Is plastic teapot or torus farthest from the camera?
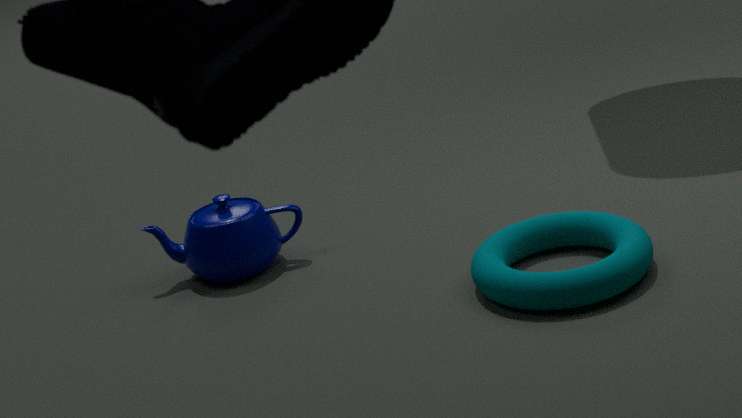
plastic teapot
